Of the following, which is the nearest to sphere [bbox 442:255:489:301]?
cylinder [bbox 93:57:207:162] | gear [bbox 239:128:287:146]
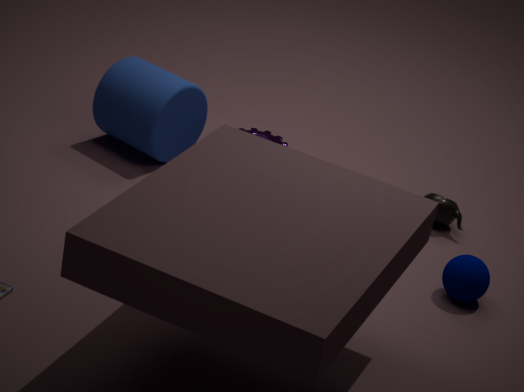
gear [bbox 239:128:287:146]
